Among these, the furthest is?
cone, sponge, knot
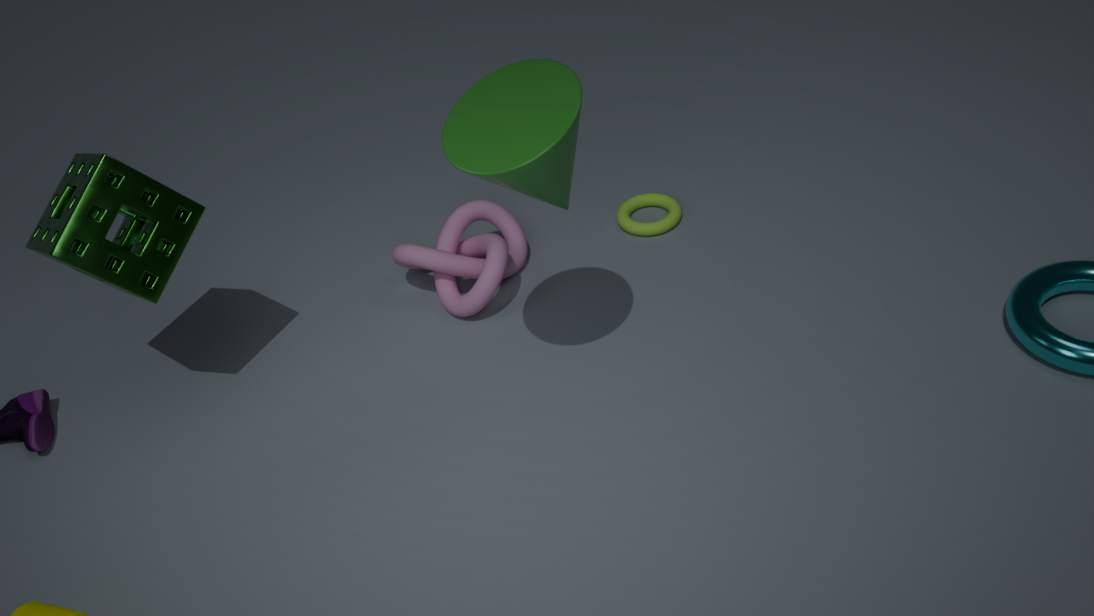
knot
